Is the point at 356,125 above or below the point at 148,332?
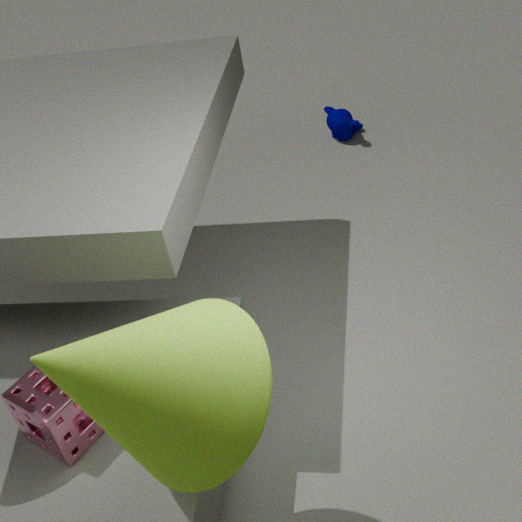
below
